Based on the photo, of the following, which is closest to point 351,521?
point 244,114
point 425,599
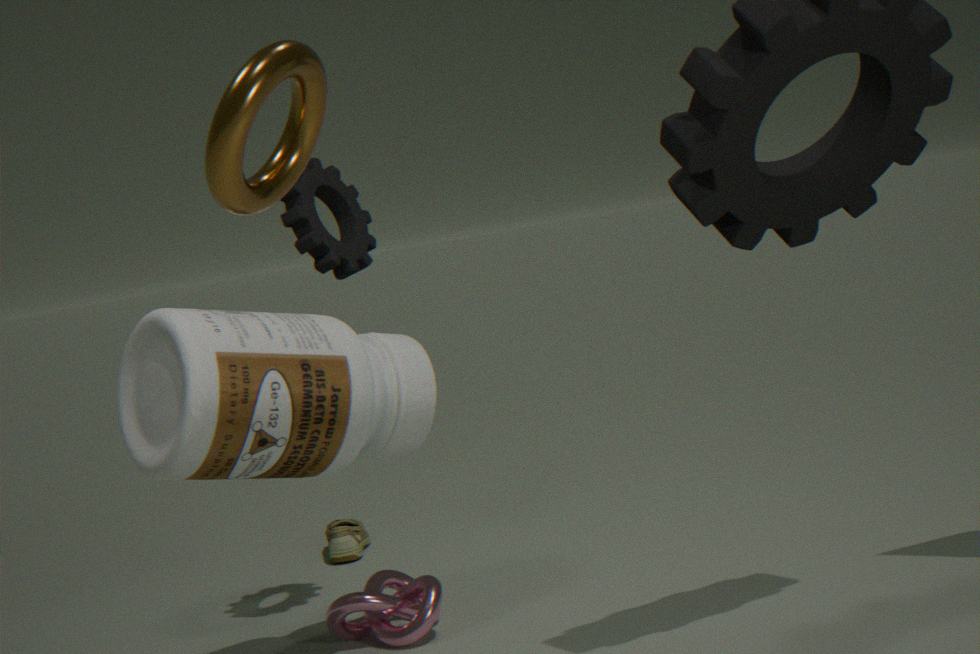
point 425,599
